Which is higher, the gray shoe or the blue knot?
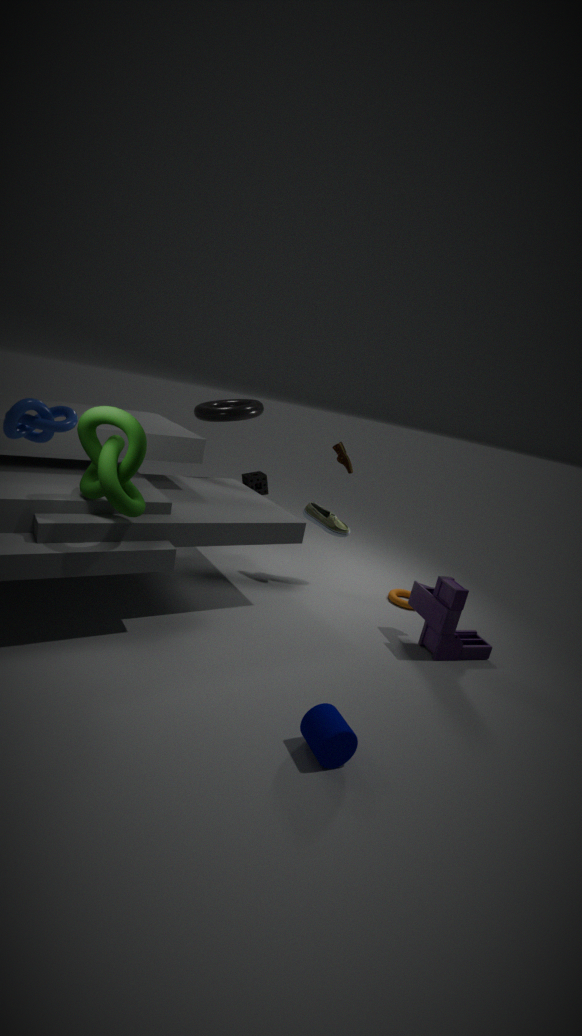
the blue knot
